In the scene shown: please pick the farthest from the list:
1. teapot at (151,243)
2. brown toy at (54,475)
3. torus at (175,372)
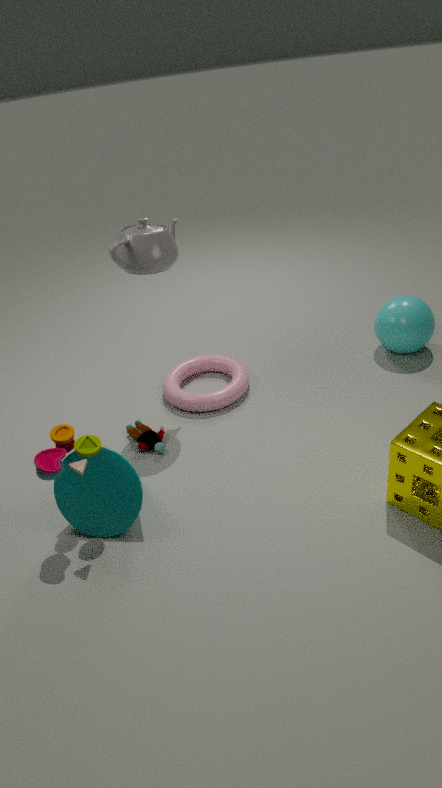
torus at (175,372)
